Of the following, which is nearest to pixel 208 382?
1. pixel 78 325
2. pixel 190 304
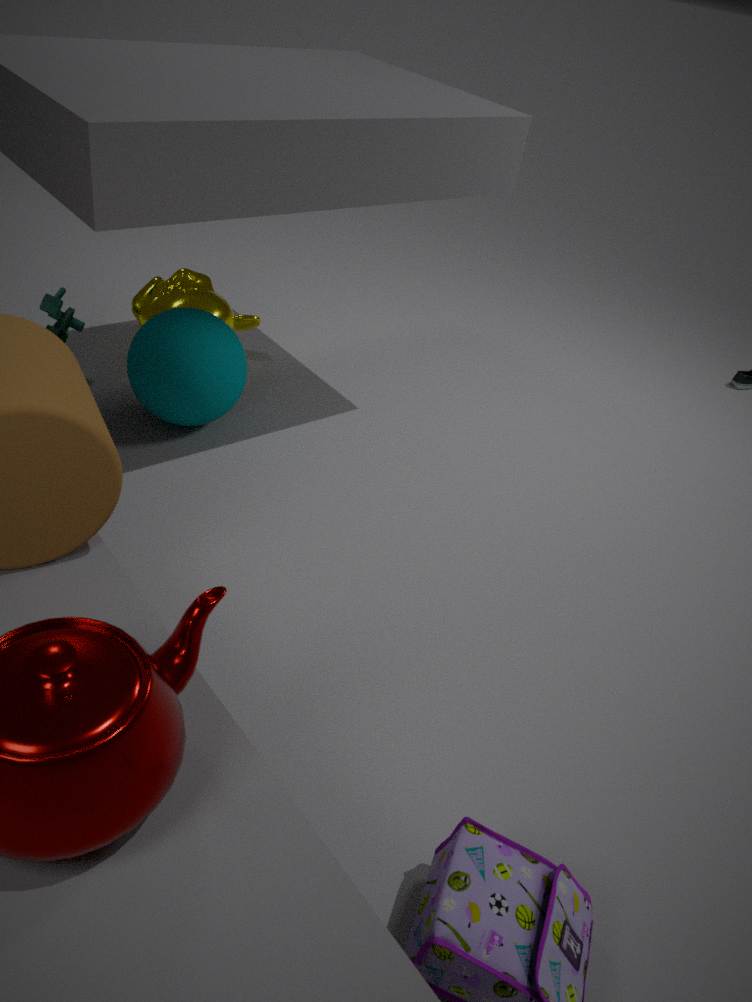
pixel 190 304
